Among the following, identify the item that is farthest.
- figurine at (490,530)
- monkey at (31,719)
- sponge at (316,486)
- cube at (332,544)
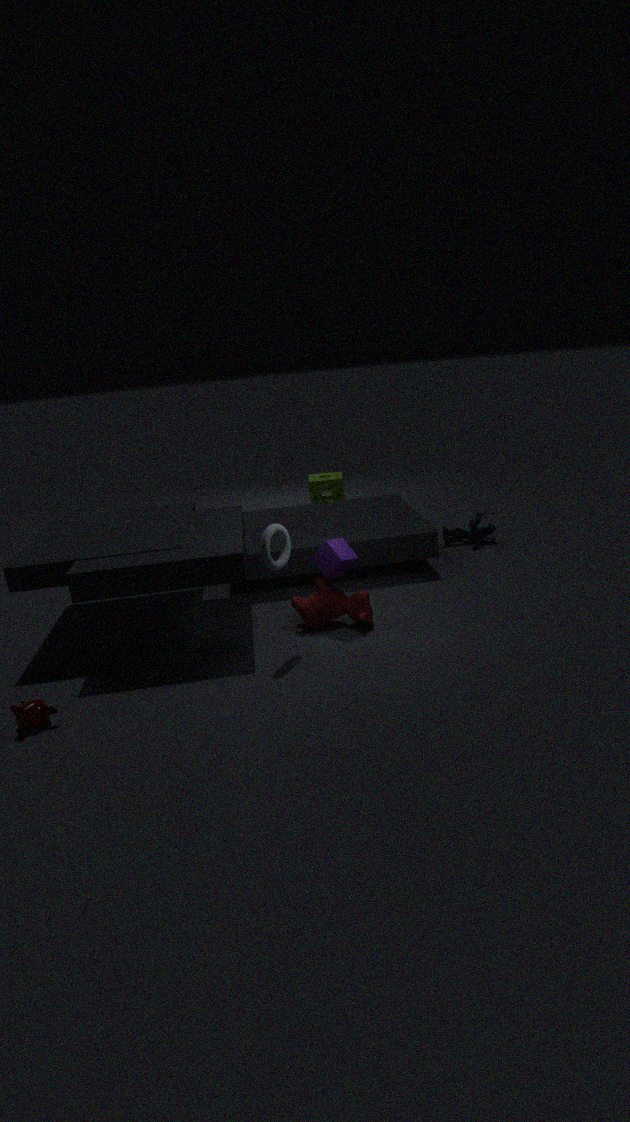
sponge at (316,486)
